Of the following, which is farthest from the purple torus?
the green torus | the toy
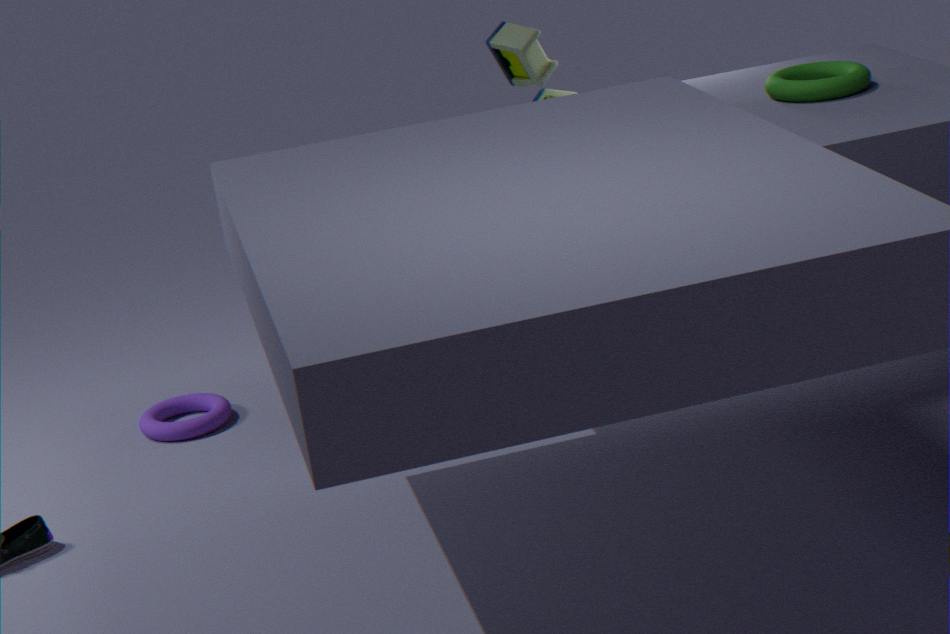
the green torus
